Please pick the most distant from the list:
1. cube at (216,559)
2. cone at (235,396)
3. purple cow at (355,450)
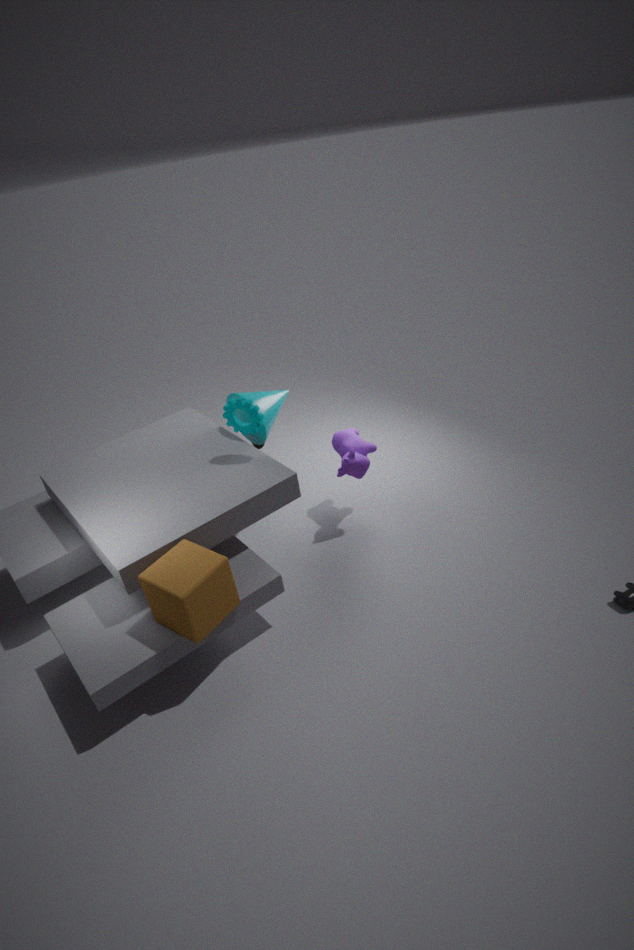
cone at (235,396)
